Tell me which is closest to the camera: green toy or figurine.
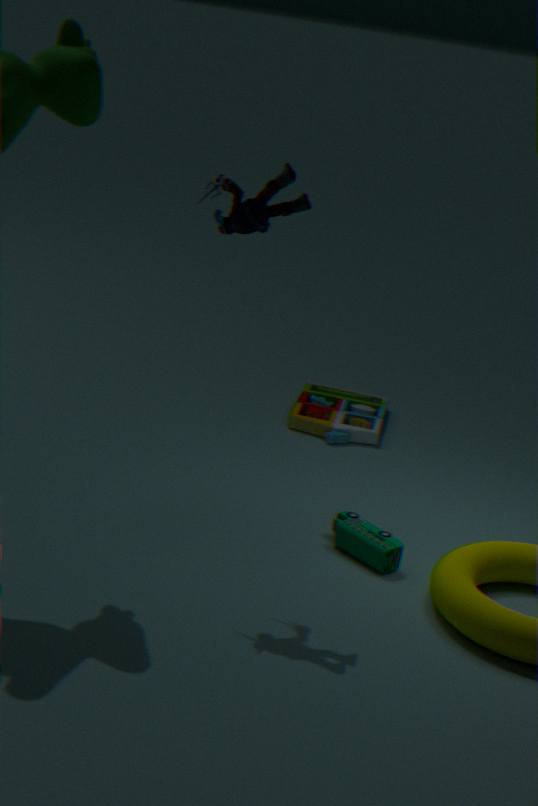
figurine
